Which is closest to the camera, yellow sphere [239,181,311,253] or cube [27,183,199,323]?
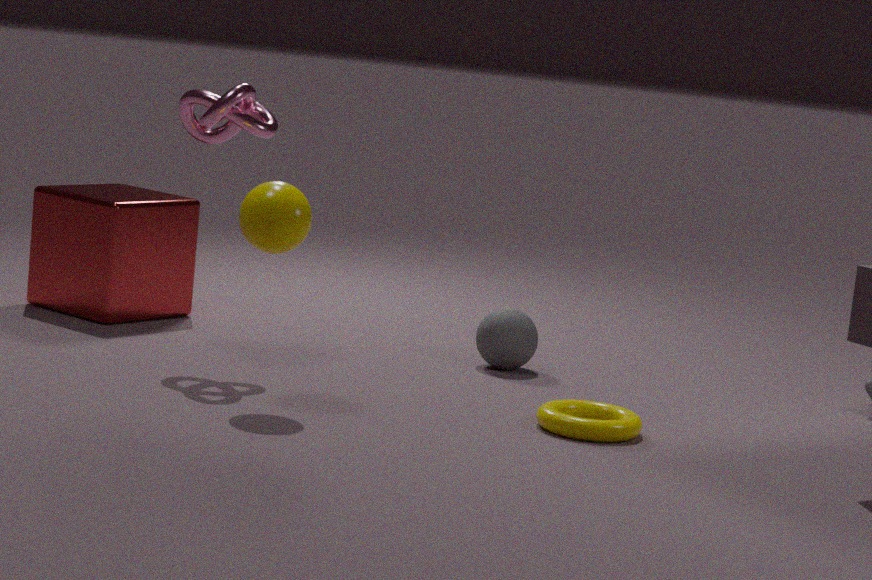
yellow sphere [239,181,311,253]
